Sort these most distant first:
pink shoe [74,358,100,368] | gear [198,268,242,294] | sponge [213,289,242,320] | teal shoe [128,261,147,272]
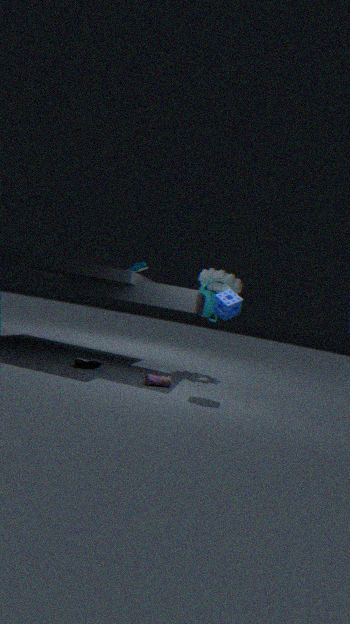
teal shoe [128,261,147,272], gear [198,268,242,294], pink shoe [74,358,100,368], sponge [213,289,242,320]
